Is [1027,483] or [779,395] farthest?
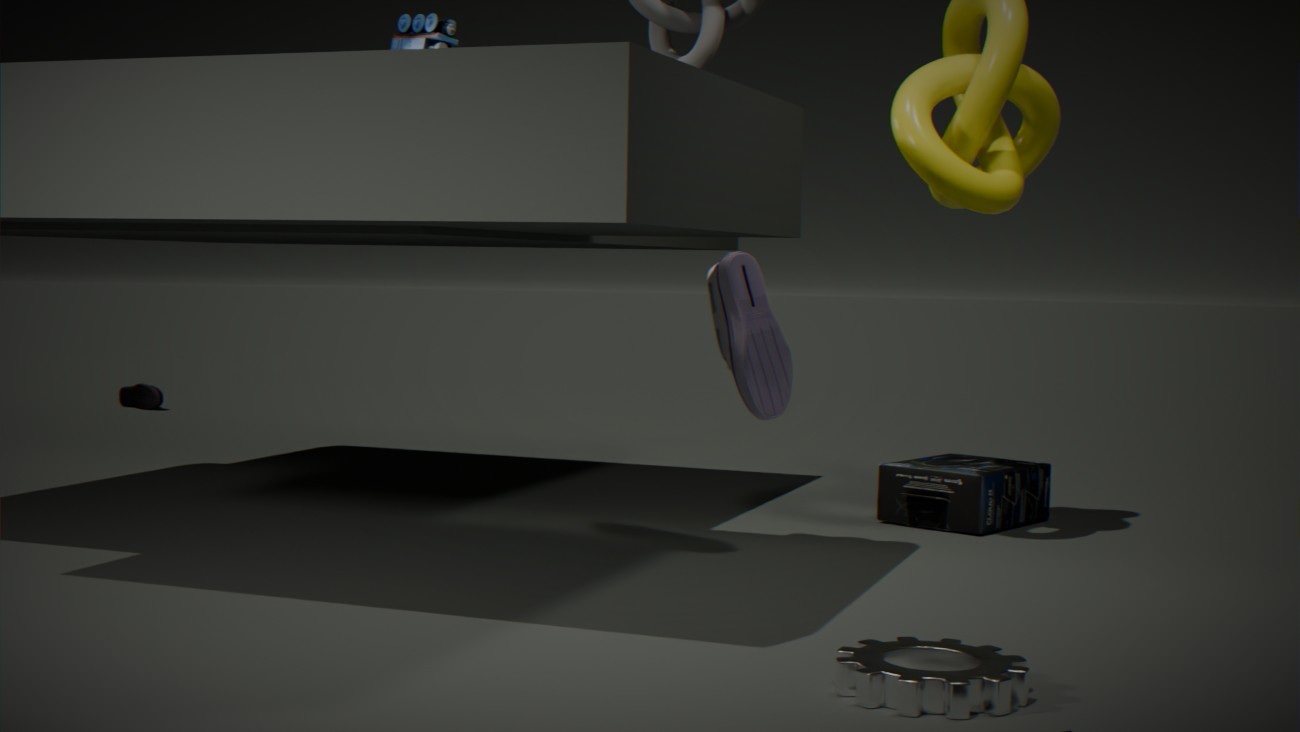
[1027,483]
